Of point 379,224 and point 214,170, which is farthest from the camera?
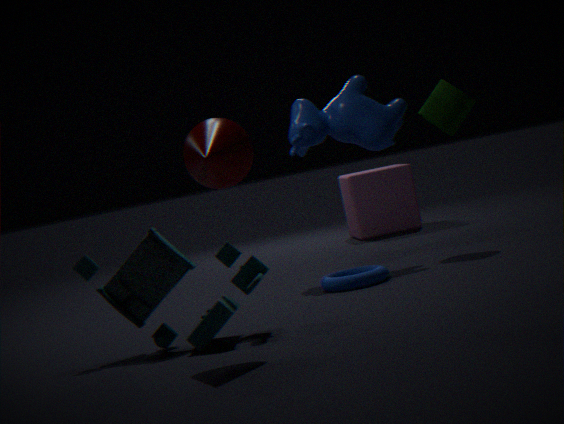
point 379,224
